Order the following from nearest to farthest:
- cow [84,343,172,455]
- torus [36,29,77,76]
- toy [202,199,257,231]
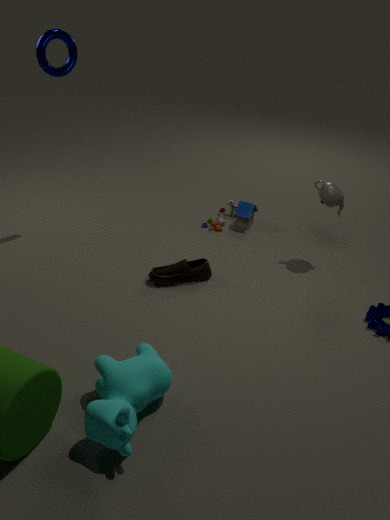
cow [84,343,172,455], torus [36,29,77,76], toy [202,199,257,231]
